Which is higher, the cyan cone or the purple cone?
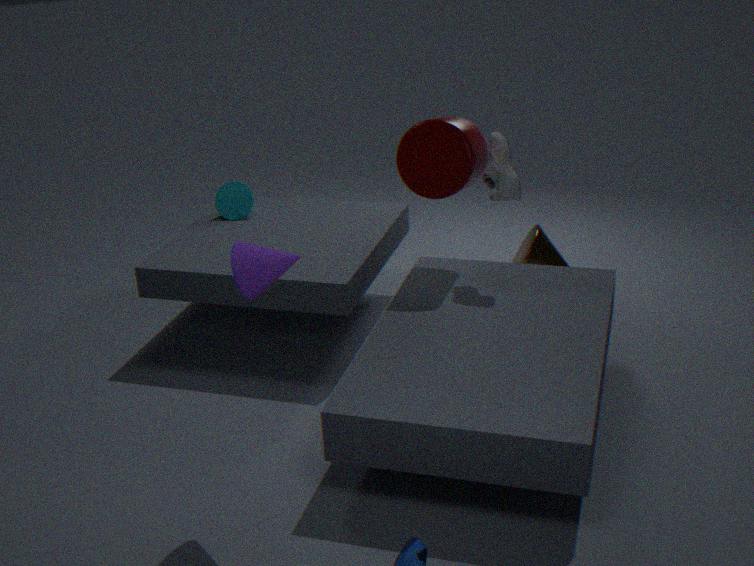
the purple cone
